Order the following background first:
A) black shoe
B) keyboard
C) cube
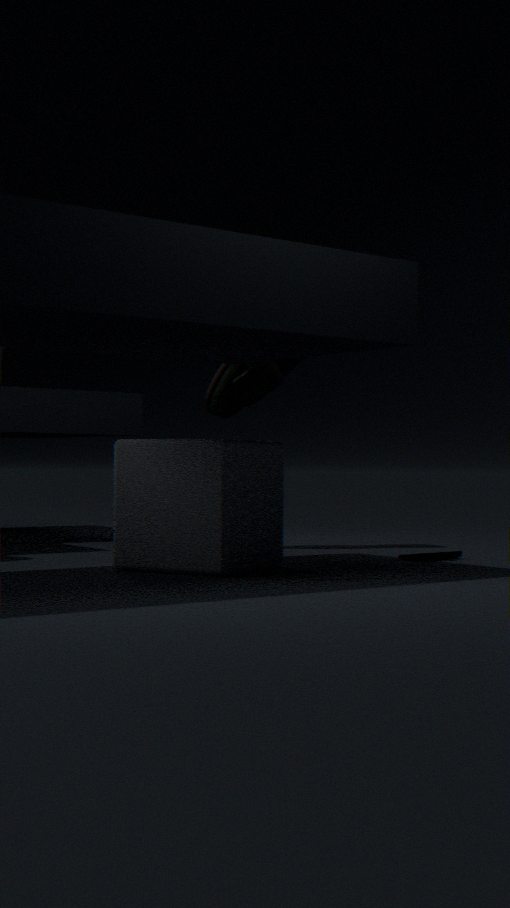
black shoe < keyboard < cube
